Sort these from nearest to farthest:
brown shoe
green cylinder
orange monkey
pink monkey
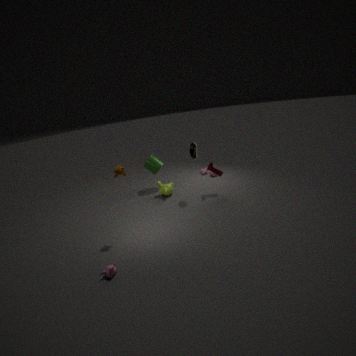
pink monkey < orange monkey < brown shoe < green cylinder
